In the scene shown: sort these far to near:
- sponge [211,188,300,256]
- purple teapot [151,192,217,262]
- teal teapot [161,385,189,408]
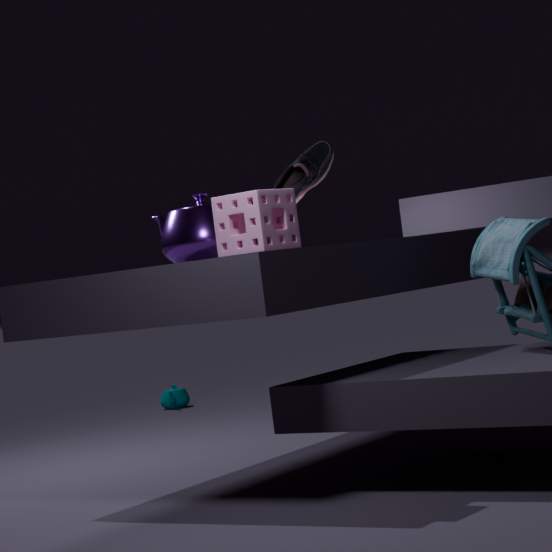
teal teapot [161,385,189,408], purple teapot [151,192,217,262], sponge [211,188,300,256]
